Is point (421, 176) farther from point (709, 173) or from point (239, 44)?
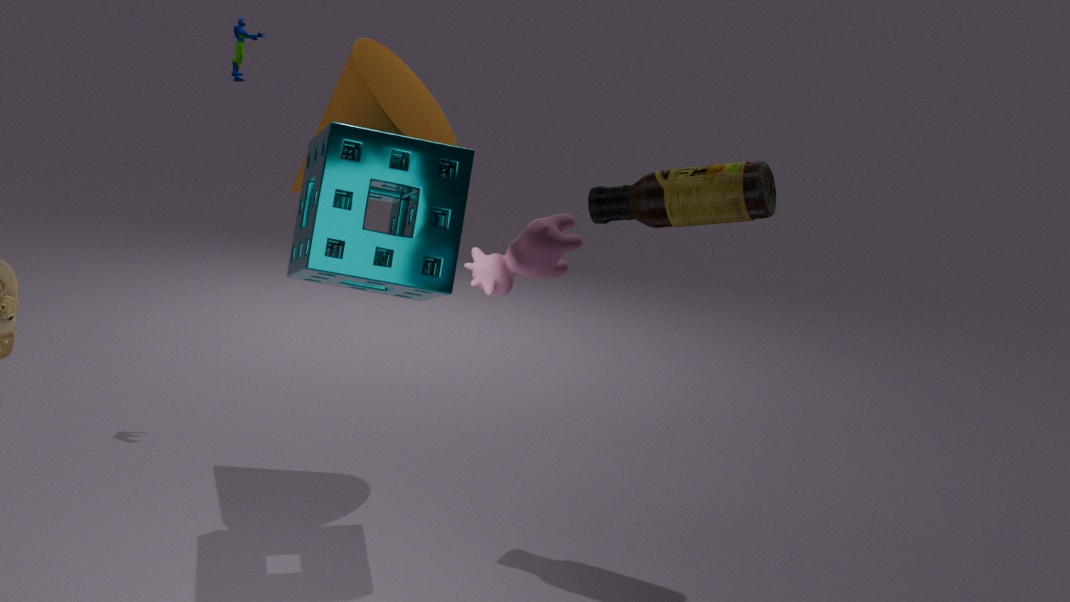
point (239, 44)
